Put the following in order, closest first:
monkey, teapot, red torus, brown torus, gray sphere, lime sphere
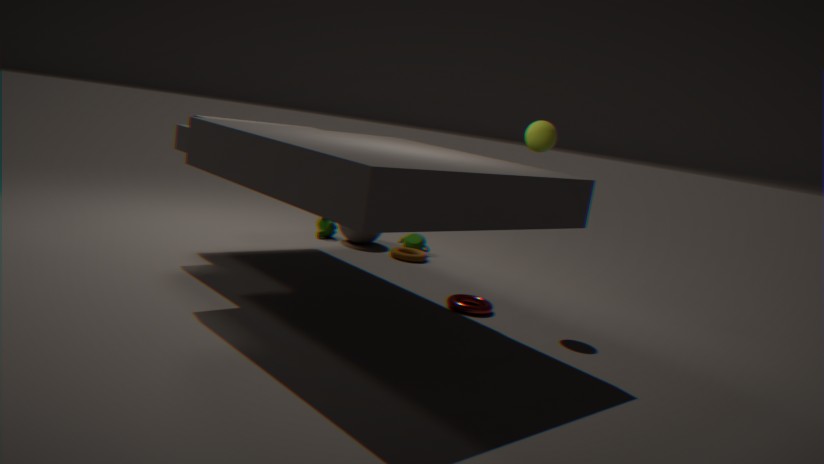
lime sphere → red torus → brown torus → gray sphere → teapot → monkey
